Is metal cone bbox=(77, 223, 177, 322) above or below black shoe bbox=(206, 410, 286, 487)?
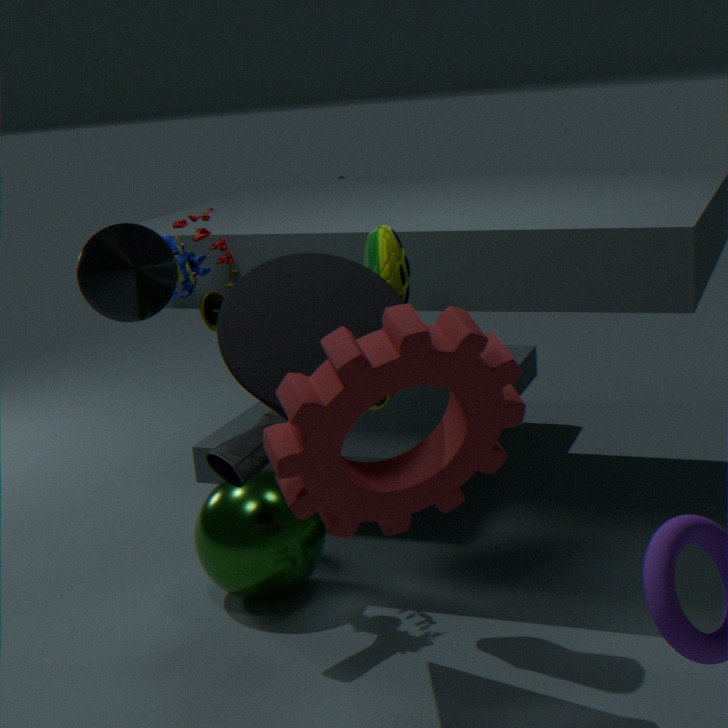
above
